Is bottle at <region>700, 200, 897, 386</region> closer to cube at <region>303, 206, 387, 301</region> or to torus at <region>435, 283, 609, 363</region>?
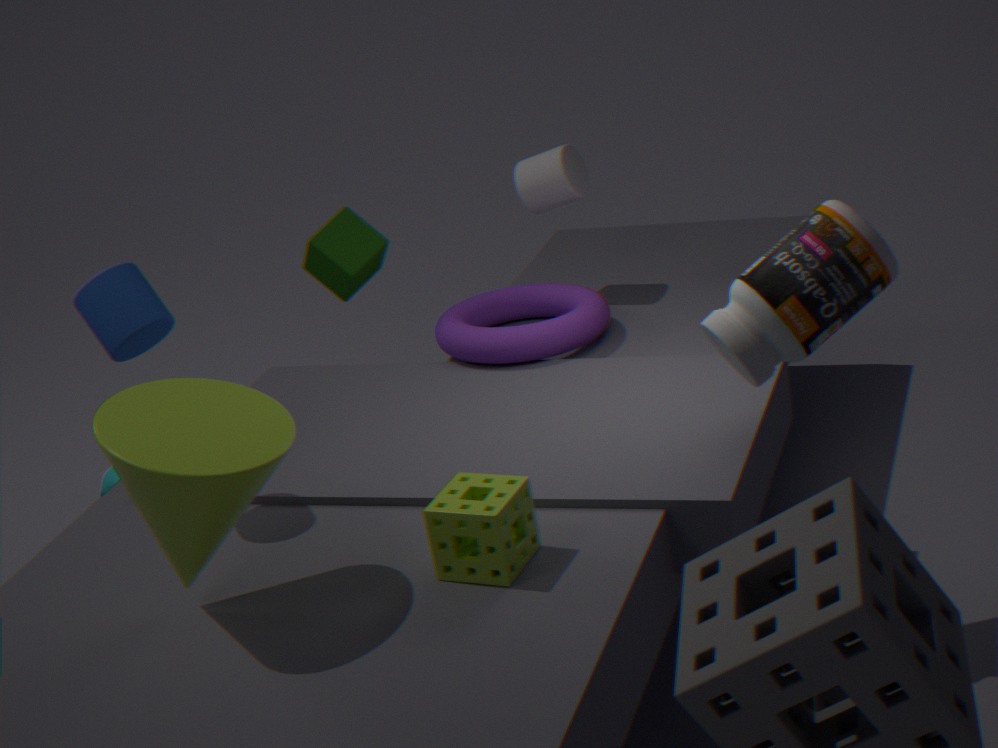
torus at <region>435, 283, 609, 363</region>
